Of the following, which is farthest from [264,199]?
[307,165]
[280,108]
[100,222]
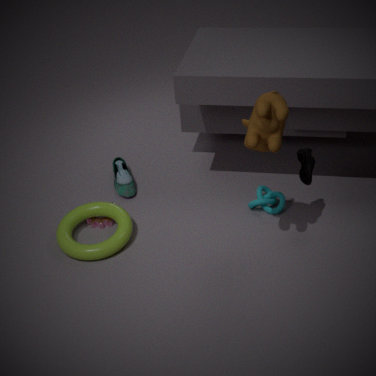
[100,222]
